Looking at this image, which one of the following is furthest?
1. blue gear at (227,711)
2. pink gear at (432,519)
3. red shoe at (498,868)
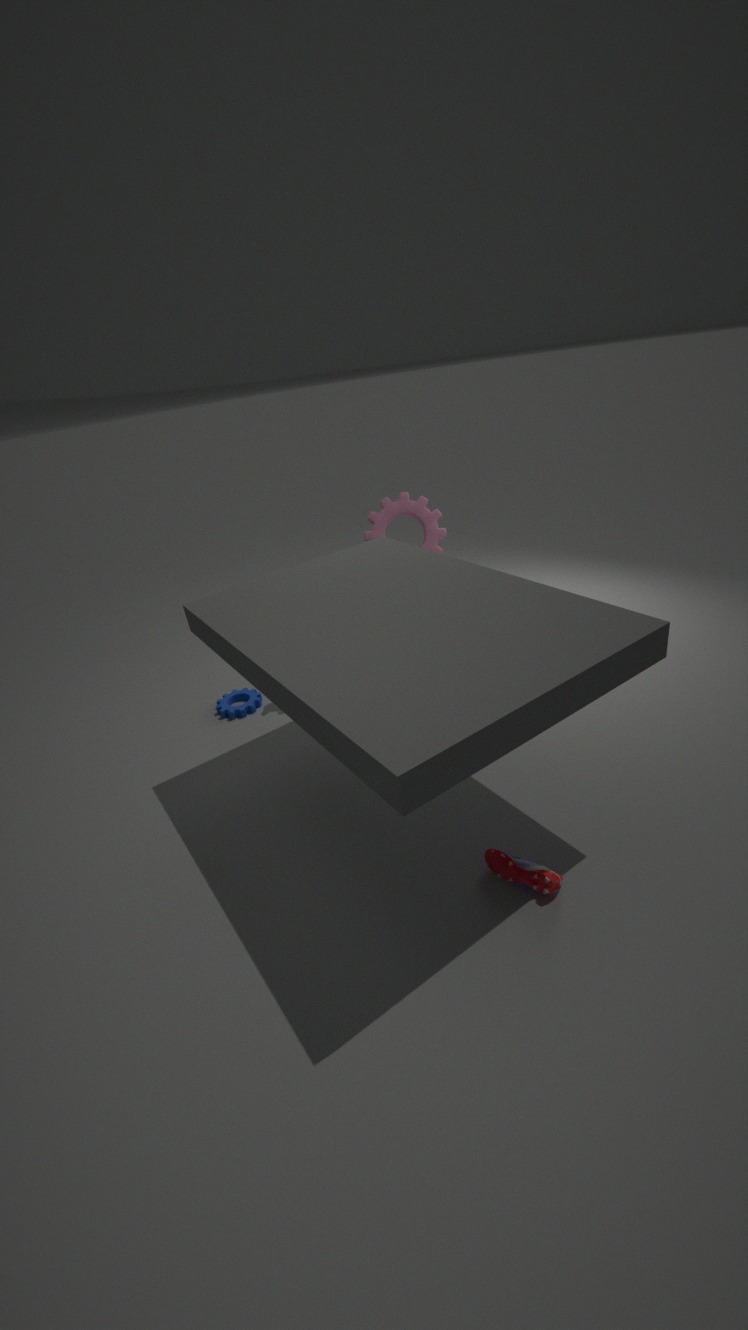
pink gear at (432,519)
